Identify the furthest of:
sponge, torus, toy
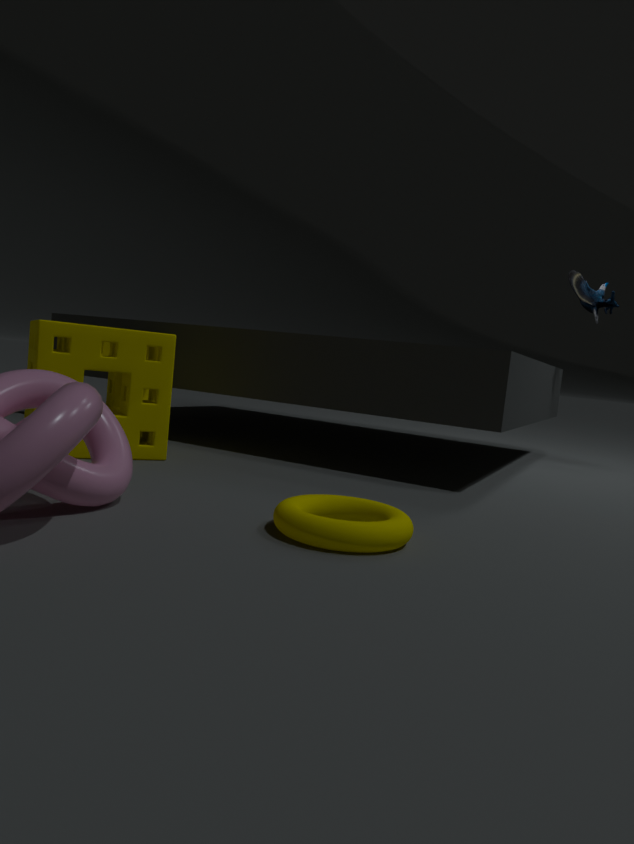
toy
